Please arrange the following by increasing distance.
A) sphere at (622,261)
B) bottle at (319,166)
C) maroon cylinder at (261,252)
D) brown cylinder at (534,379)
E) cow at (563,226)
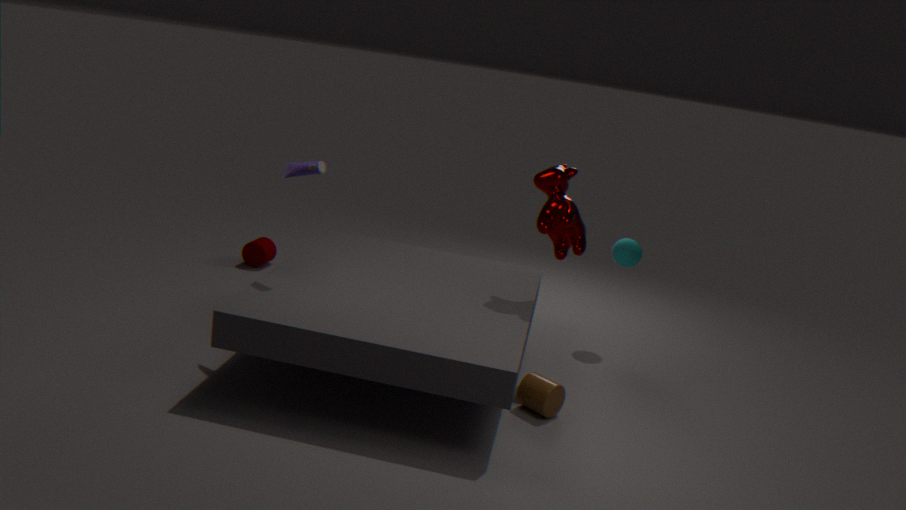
brown cylinder at (534,379), bottle at (319,166), cow at (563,226), sphere at (622,261), maroon cylinder at (261,252)
